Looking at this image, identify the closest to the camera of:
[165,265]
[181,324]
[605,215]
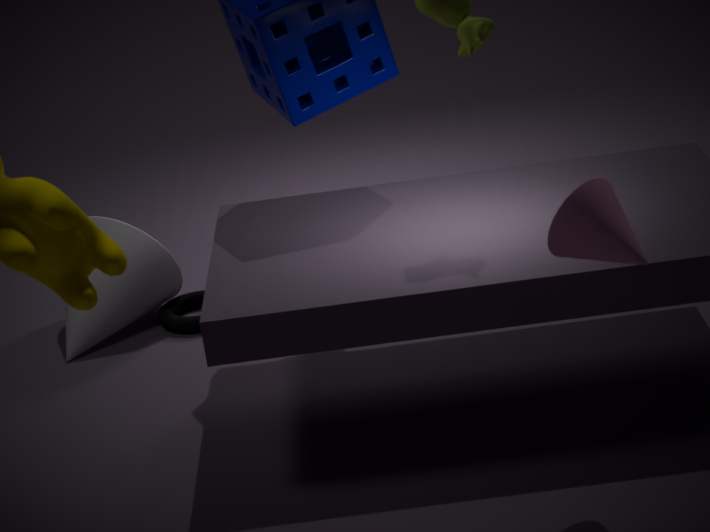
[605,215]
